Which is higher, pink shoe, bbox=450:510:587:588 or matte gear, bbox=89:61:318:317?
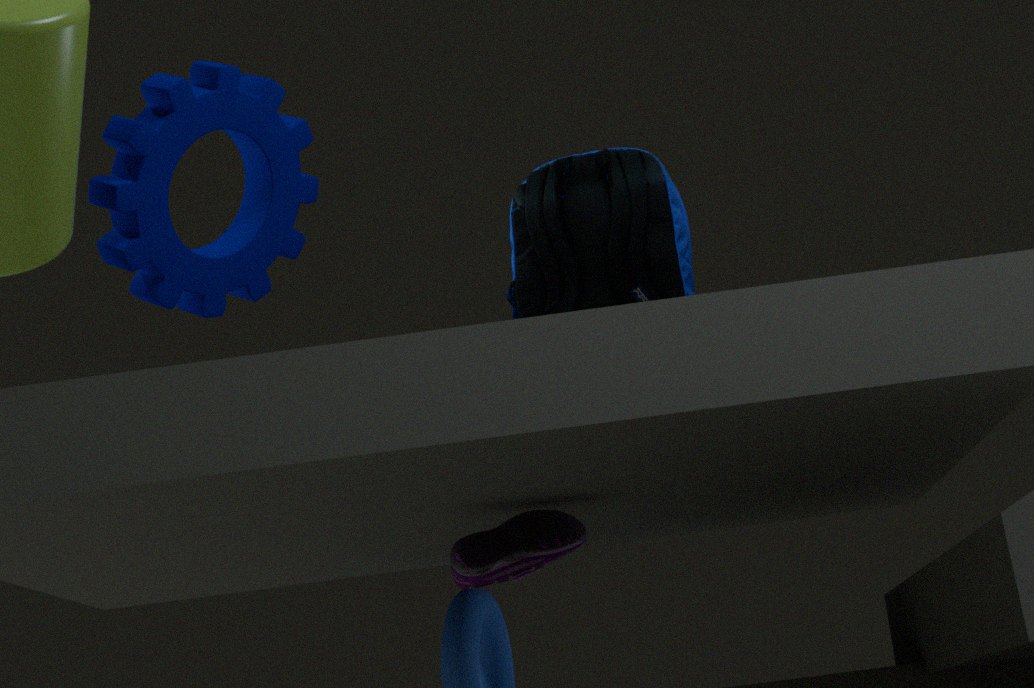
matte gear, bbox=89:61:318:317
